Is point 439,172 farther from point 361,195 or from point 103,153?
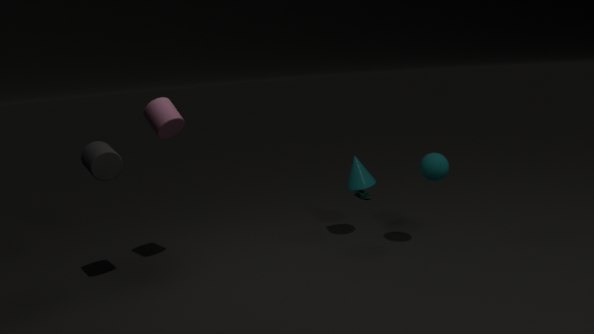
point 103,153
